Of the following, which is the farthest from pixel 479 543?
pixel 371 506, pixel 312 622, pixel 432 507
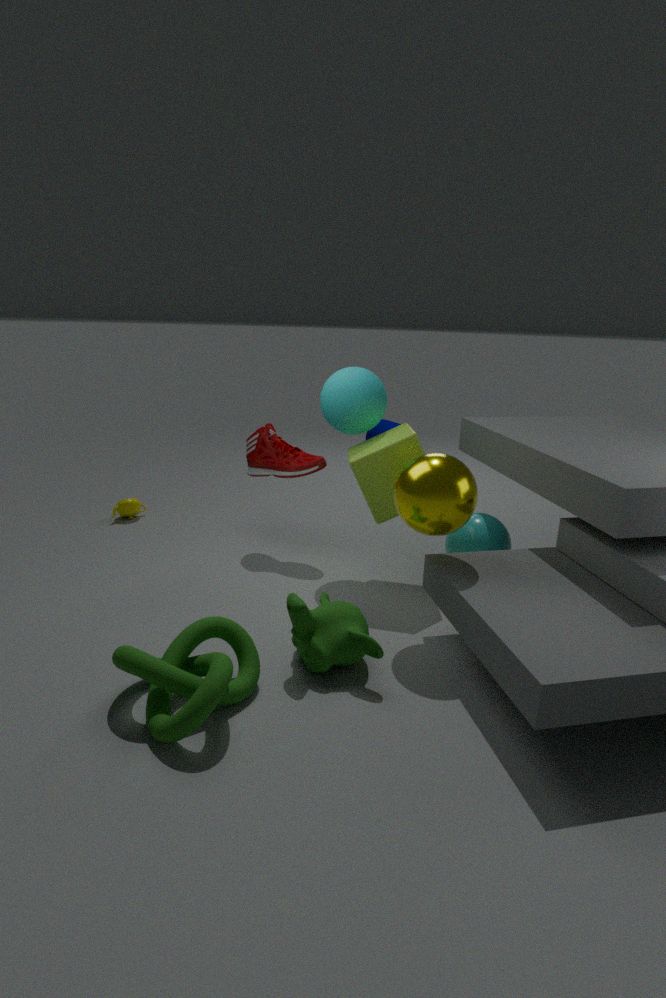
pixel 312 622
